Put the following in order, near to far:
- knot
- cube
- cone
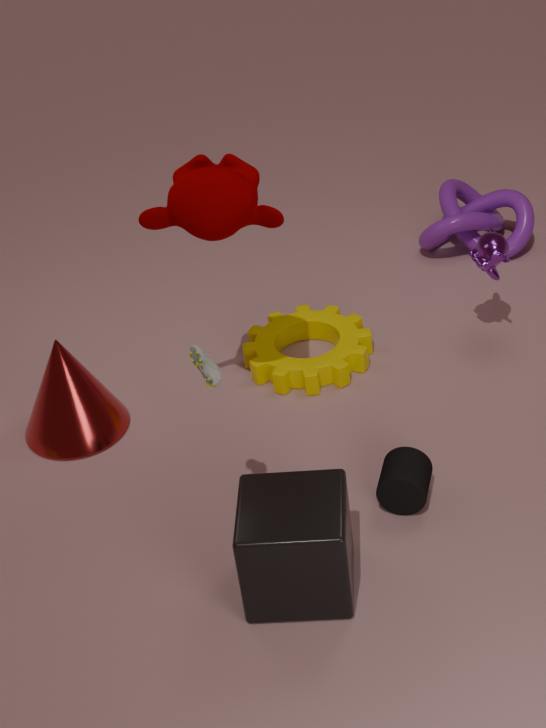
Answer: cube → cone → knot
